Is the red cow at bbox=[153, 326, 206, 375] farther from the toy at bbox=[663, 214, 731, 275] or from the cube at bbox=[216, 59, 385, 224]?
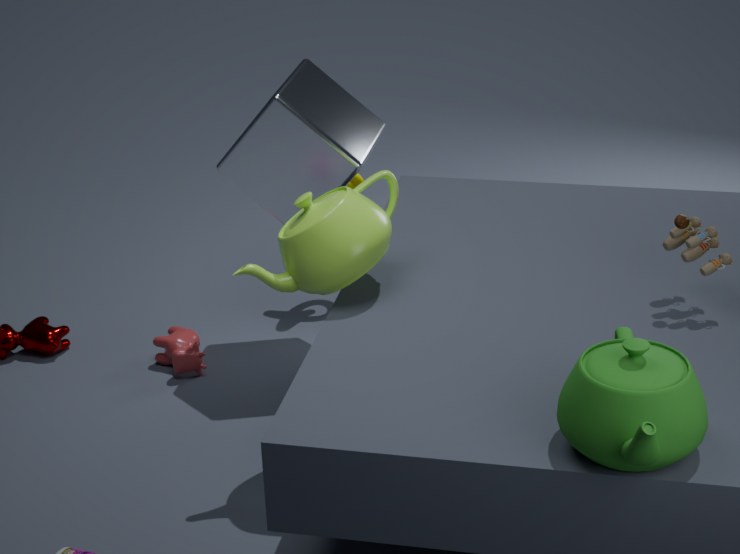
the toy at bbox=[663, 214, 731, 275]
